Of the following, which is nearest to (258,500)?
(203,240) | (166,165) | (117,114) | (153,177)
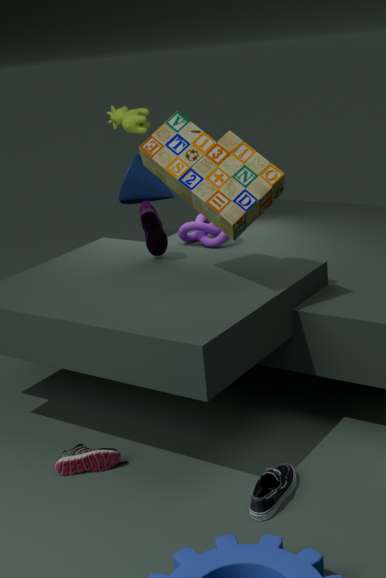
(166,165)
